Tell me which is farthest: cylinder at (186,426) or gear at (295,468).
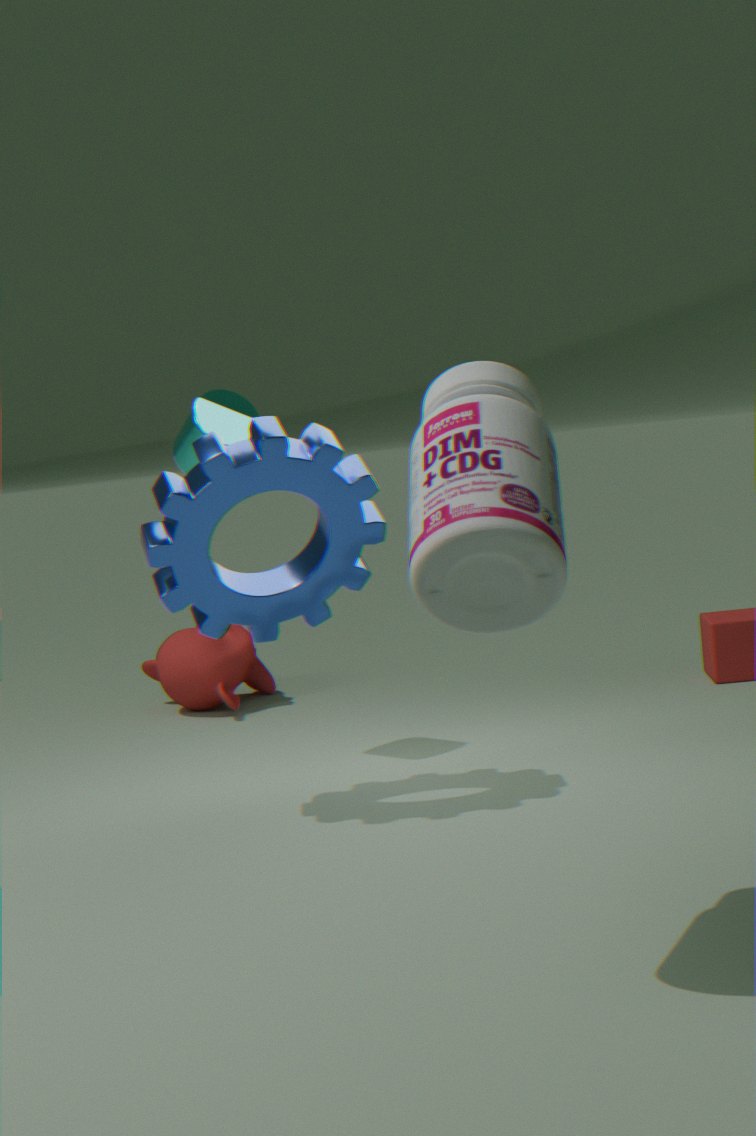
cylinder at (186,426)
